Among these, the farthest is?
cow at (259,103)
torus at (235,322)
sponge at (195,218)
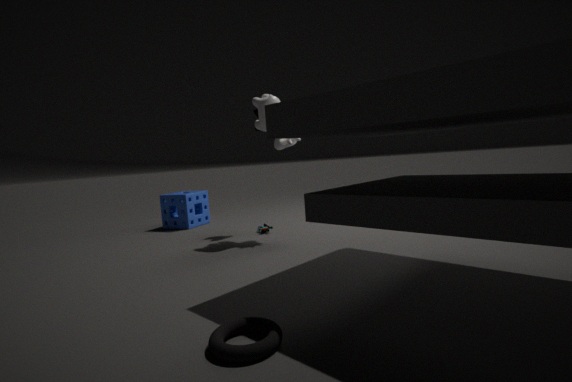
sponge at (195,218)
